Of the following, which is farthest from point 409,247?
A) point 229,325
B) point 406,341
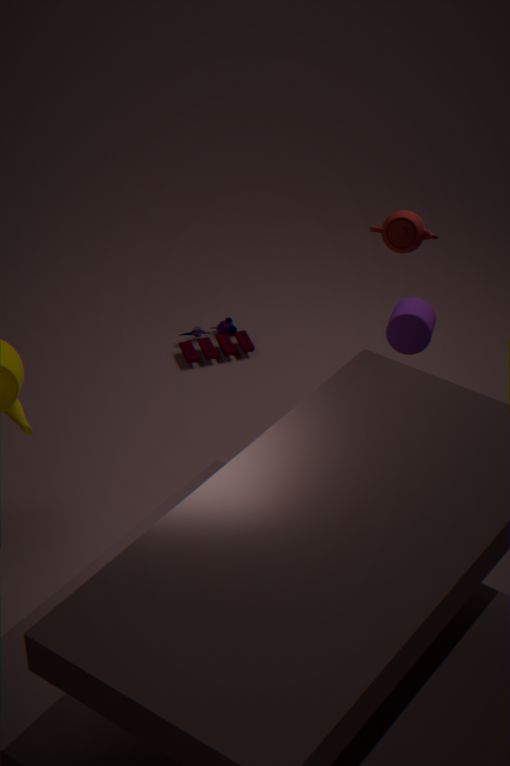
point 229,325
